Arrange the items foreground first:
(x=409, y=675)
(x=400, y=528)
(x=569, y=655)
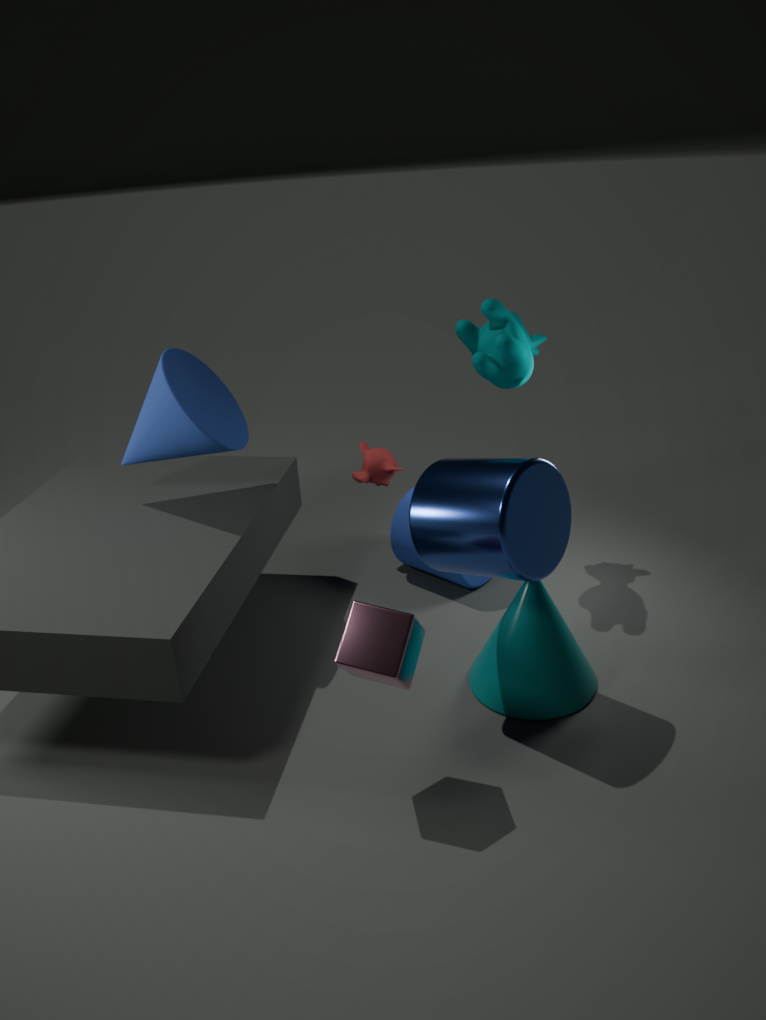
1. (x=409, y=675)
2. (x=569, y=655)
3. (x=400, y=528)
